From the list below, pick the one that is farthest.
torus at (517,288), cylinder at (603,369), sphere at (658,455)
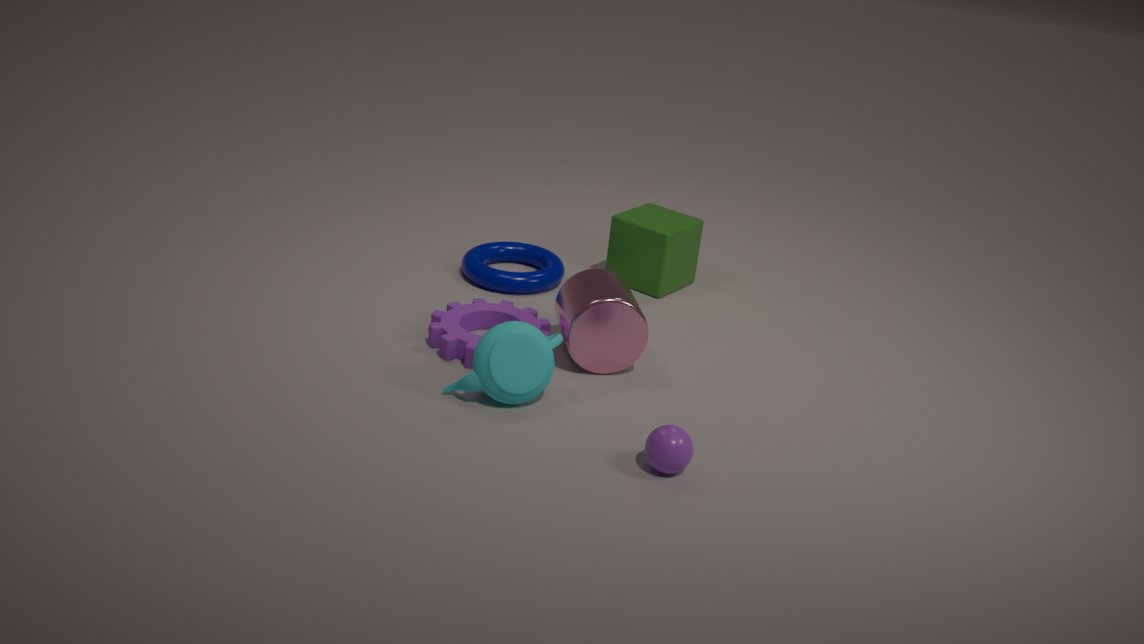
torus at (517,288)
